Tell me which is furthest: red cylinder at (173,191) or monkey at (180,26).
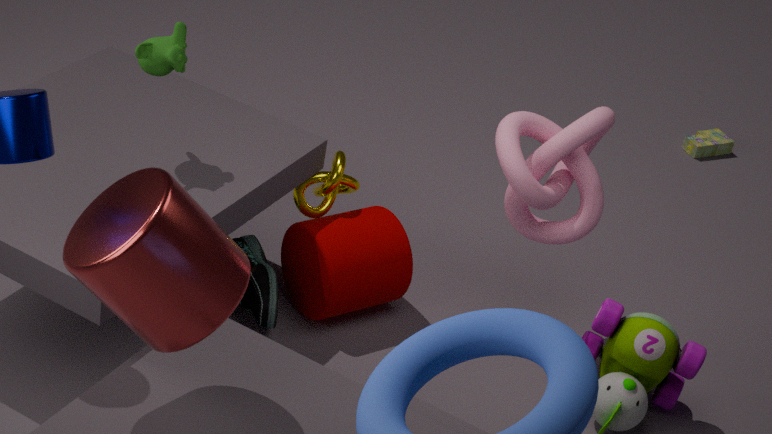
monkey at (180,26)
